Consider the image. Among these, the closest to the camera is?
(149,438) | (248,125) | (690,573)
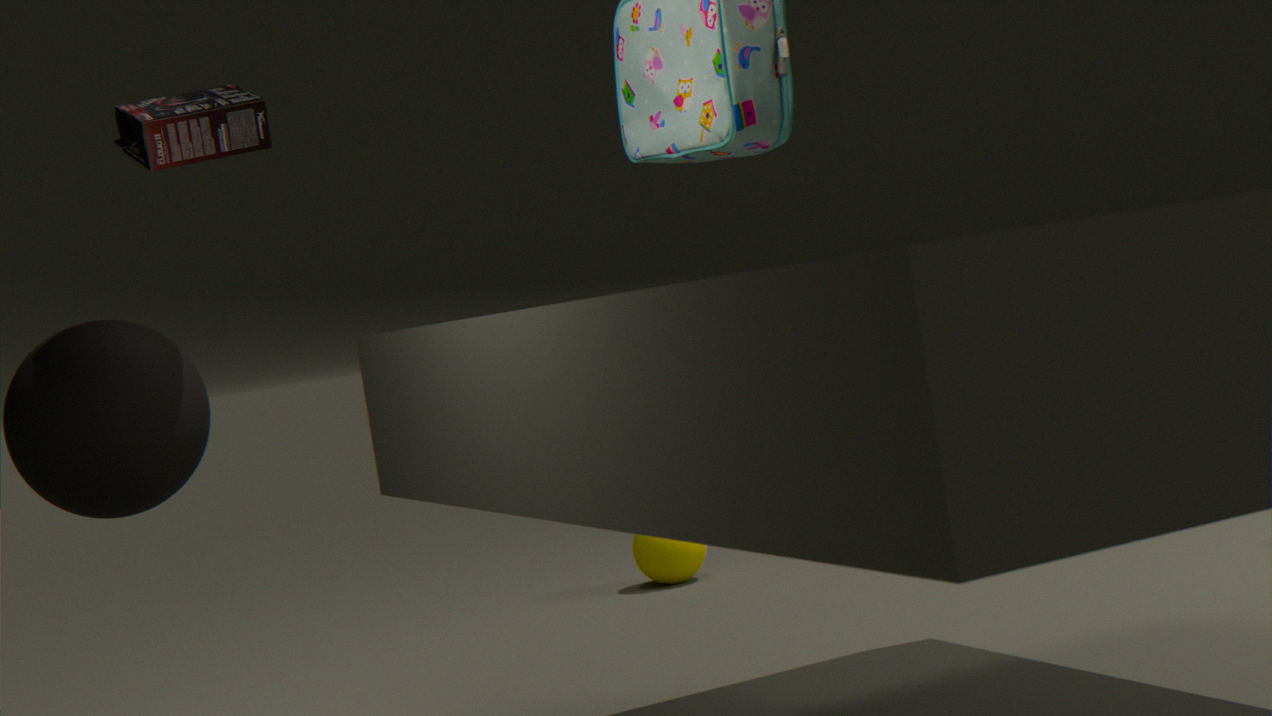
(149,438)
